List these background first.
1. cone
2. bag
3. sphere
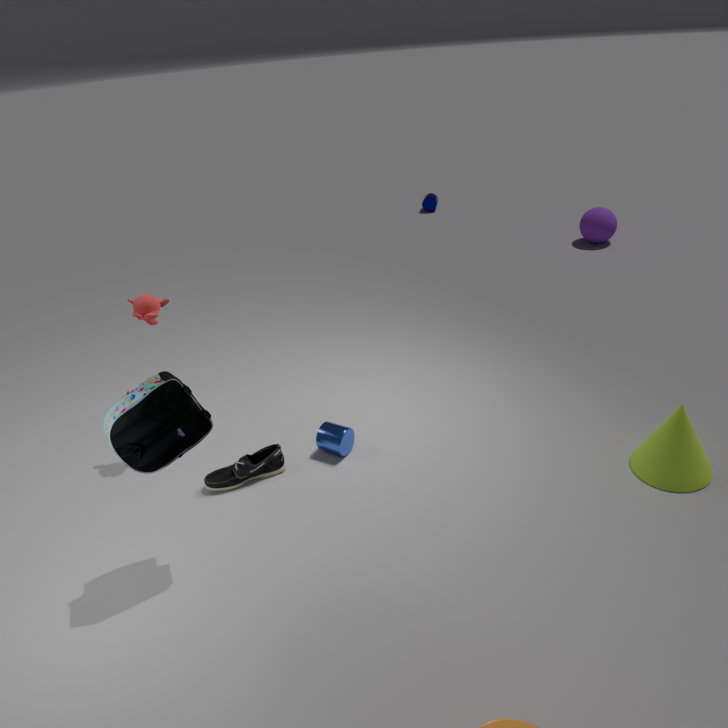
sphere < cone < bag
